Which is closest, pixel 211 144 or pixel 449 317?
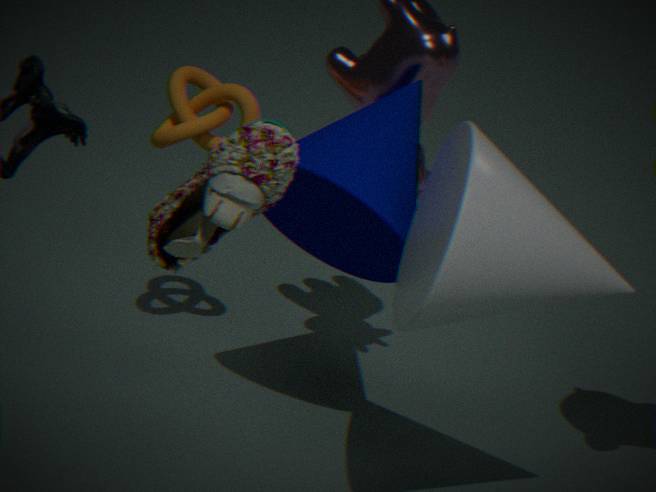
pixel 449 317
